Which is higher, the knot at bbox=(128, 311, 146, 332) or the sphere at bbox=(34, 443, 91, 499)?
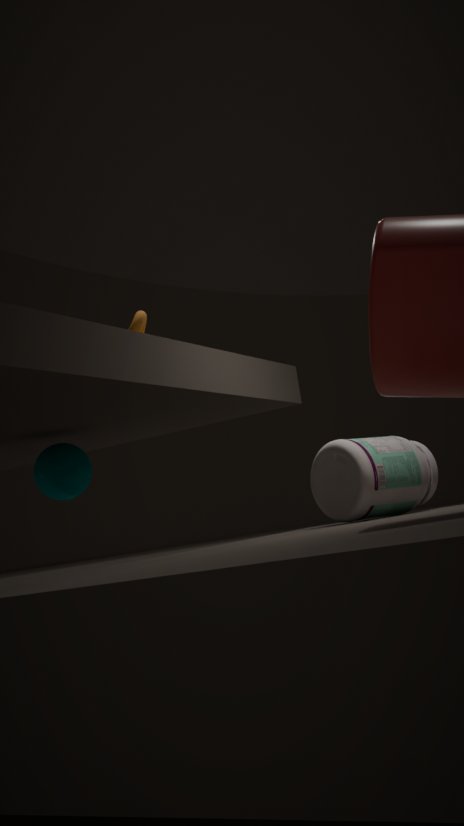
the knot at bbox=(128, 311, 146, 332)
